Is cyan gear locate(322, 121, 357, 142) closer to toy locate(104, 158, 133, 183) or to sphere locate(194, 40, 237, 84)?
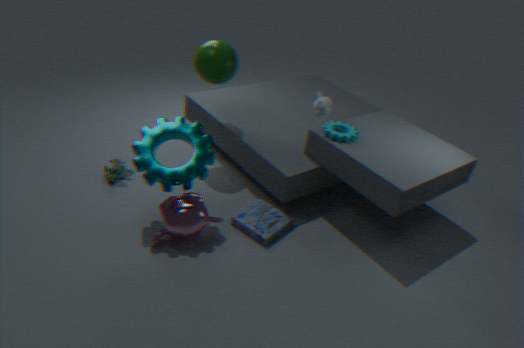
sphere locate(194, 40, 237, 84)
